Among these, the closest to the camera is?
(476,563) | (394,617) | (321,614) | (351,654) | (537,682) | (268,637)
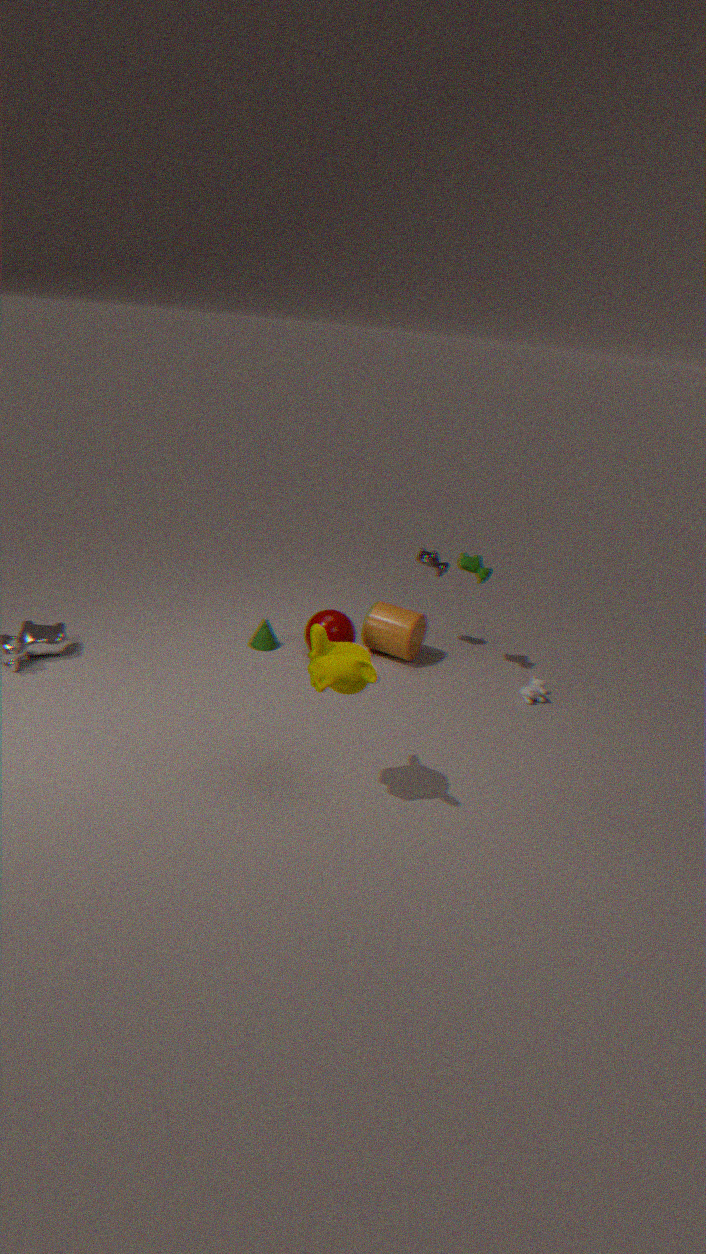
(351,654)
